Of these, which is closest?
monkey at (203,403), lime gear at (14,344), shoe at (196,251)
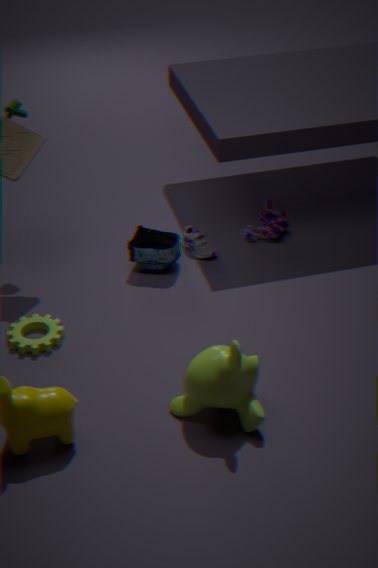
monkey at (203,403)
